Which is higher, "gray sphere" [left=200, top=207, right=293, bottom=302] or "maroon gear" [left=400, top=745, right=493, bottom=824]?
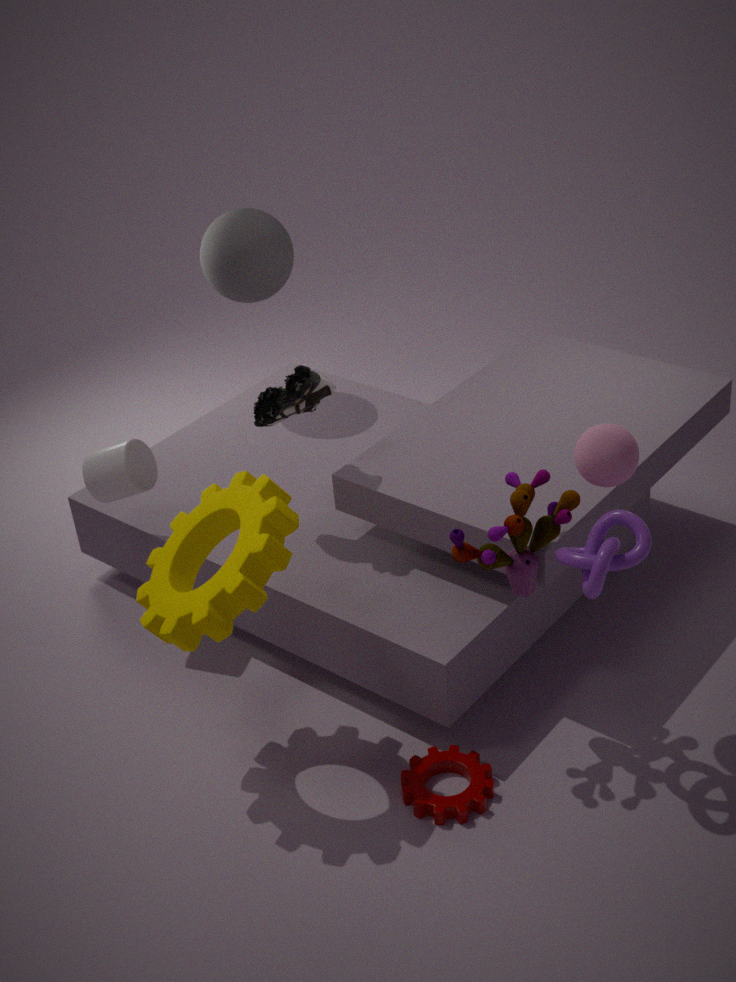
"gray sphere" [left=200, top=207, right=293, bottom=302]
